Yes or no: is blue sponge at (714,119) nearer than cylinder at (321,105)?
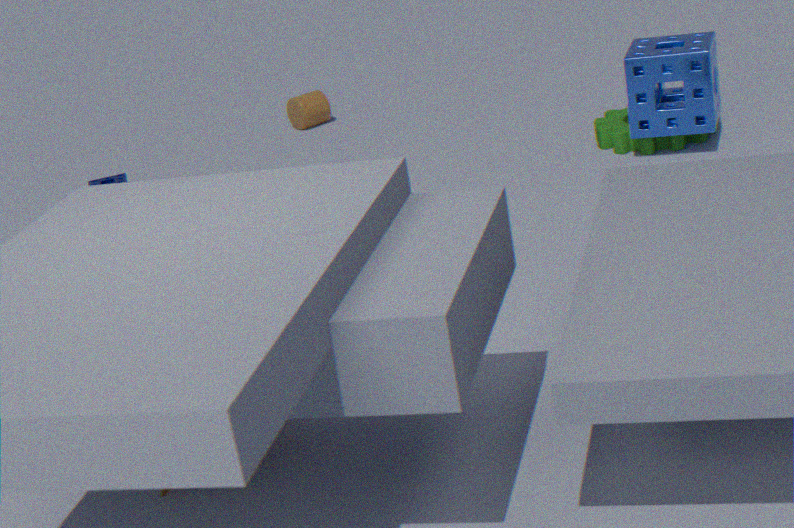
Yes
